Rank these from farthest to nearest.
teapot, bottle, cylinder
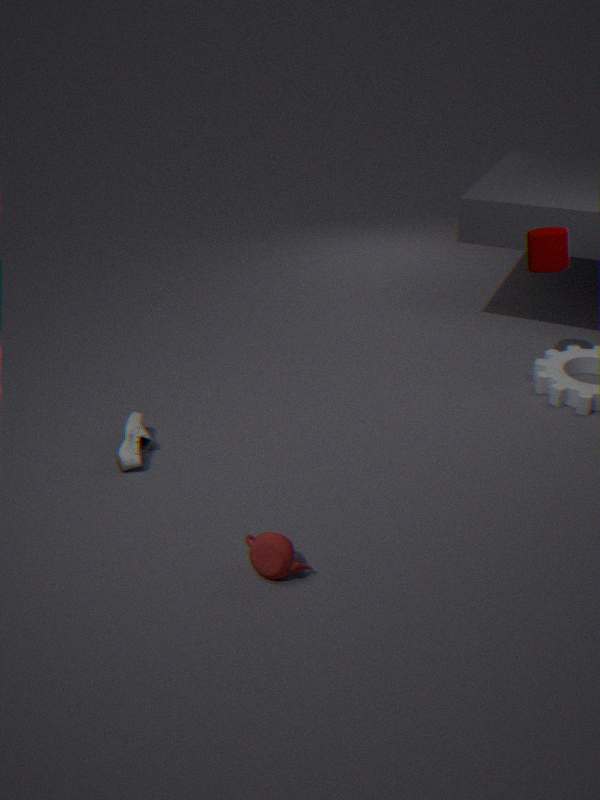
cylinder
bottle
teapot
